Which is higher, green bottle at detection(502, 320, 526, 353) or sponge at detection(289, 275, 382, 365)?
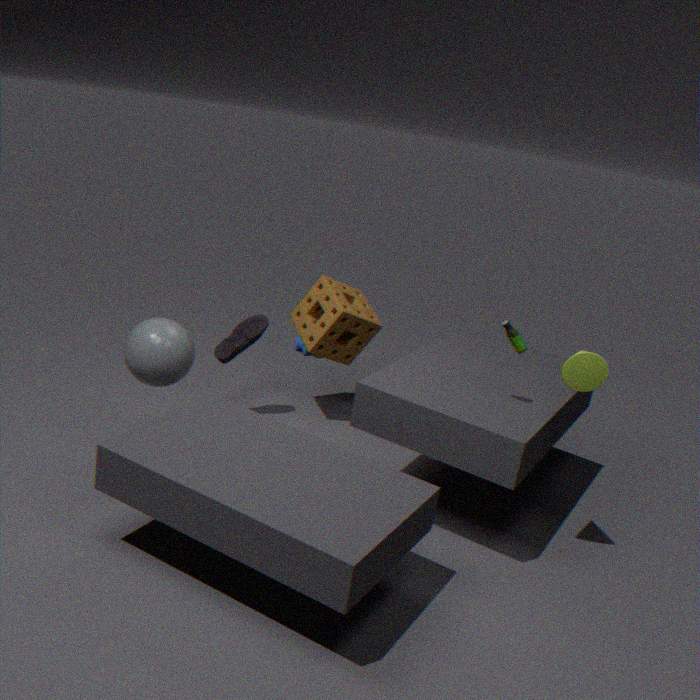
green bottle at detection(502, 320, 526, 353)
